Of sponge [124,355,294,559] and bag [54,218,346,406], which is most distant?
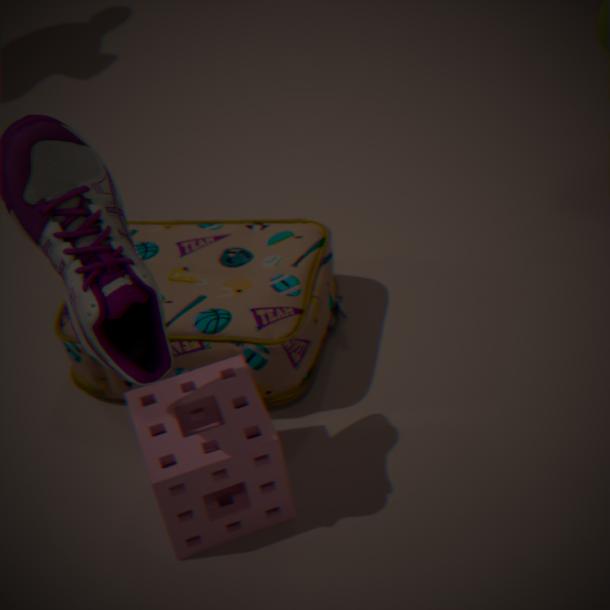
bag [54,218,346,406]
